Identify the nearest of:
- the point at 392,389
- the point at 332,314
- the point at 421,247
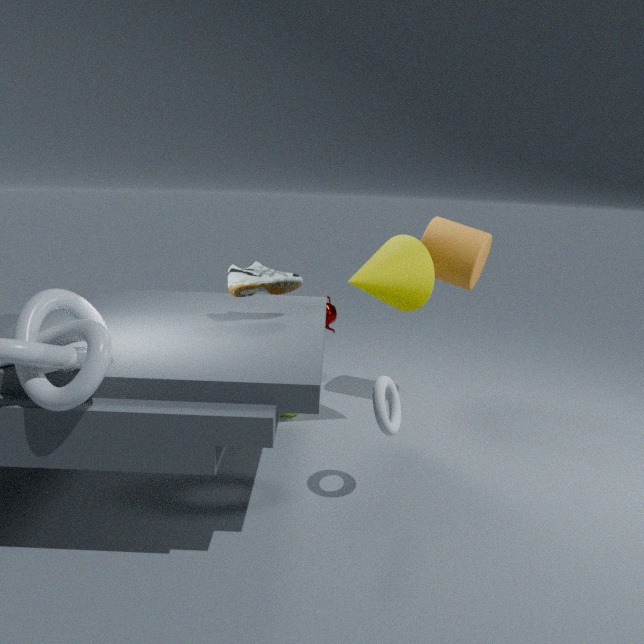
the point at 392,389
